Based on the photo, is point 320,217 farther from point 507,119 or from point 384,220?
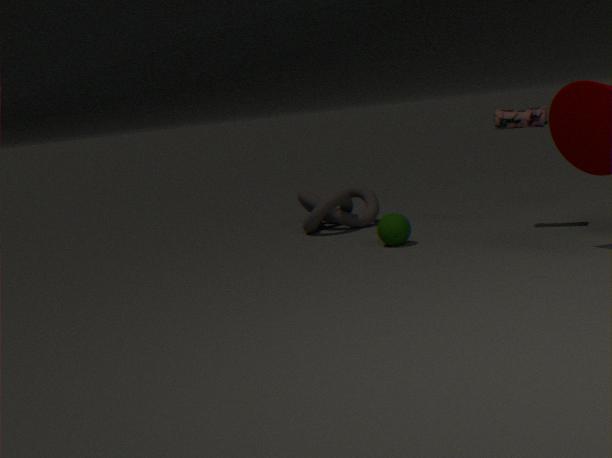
point 507,119
